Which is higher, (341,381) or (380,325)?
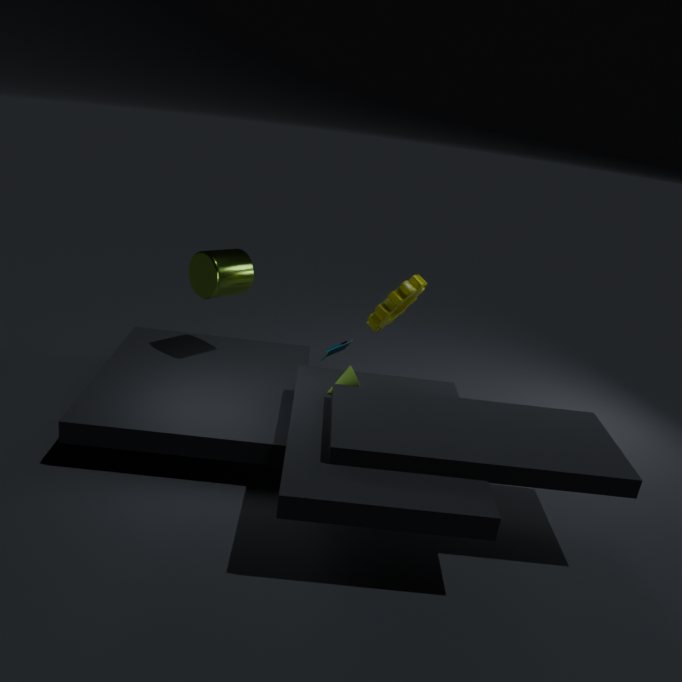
(380,325)
